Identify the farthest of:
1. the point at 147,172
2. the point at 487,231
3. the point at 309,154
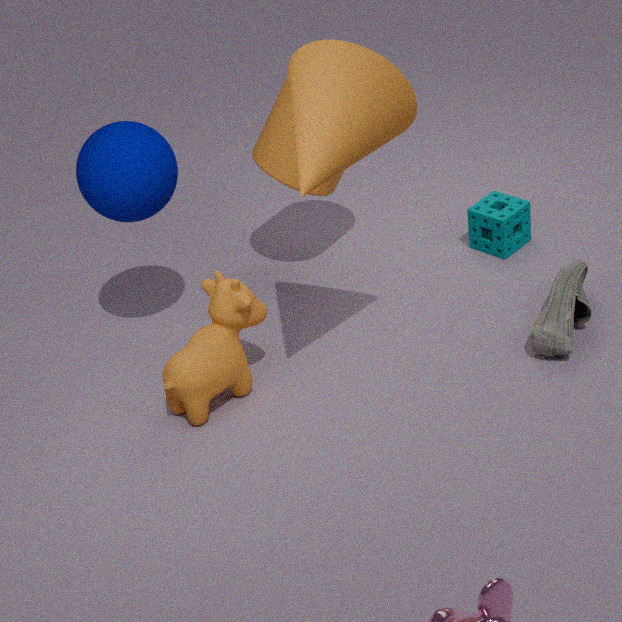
A: the point at 487,231
